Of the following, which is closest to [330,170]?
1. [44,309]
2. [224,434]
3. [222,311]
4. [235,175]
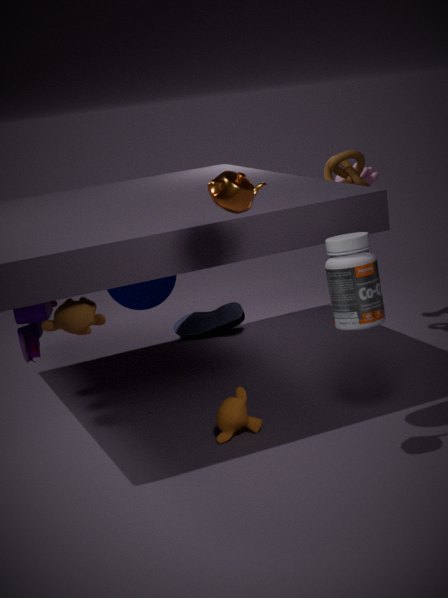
[222,311]
